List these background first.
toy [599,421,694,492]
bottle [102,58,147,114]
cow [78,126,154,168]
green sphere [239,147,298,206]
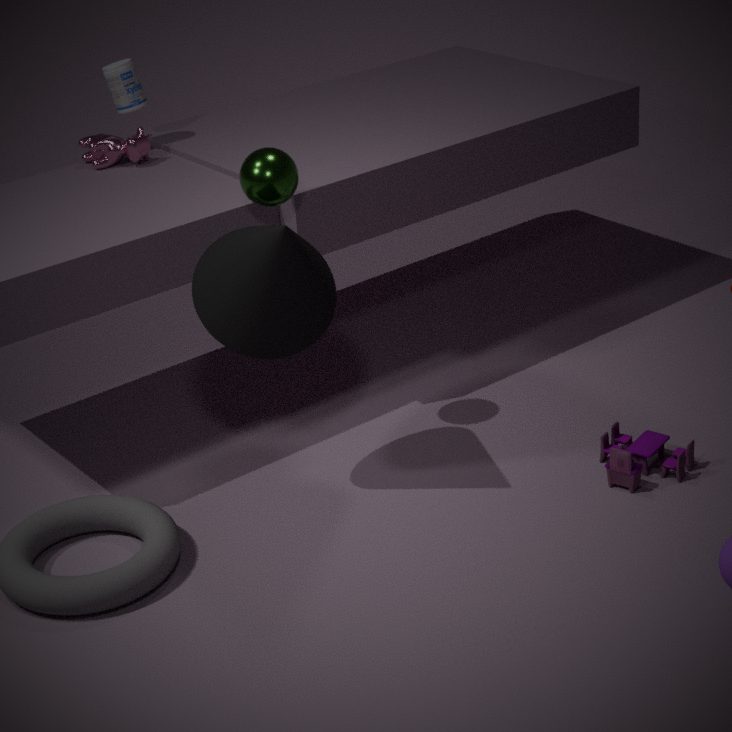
bottle [102,58,147,114], cow [78,126,154,168], toy [599,421,694,492], green sphere [239,147,298,206]
